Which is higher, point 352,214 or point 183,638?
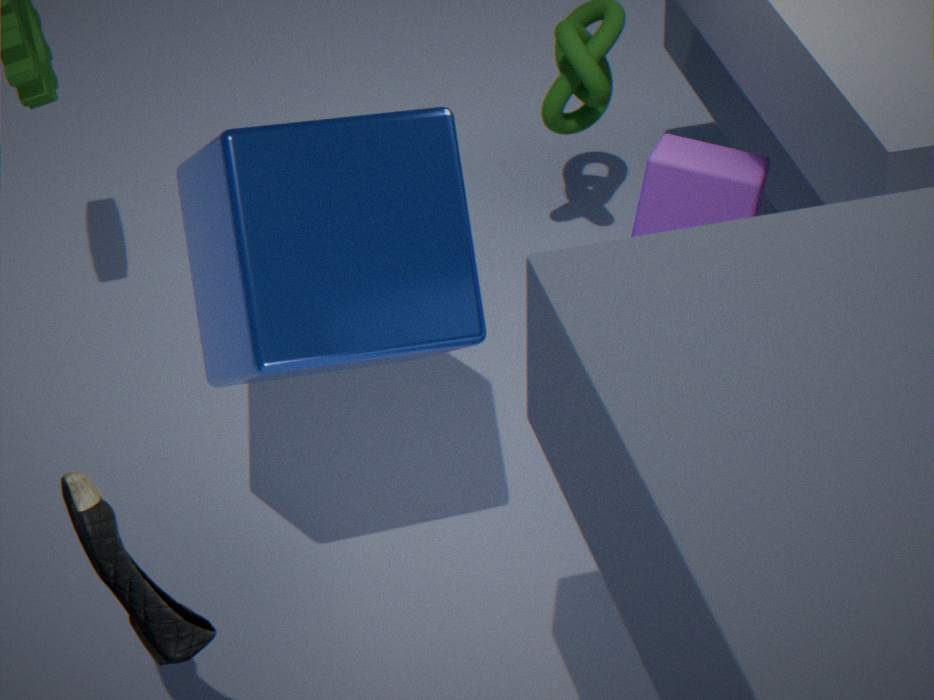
point 352,214
